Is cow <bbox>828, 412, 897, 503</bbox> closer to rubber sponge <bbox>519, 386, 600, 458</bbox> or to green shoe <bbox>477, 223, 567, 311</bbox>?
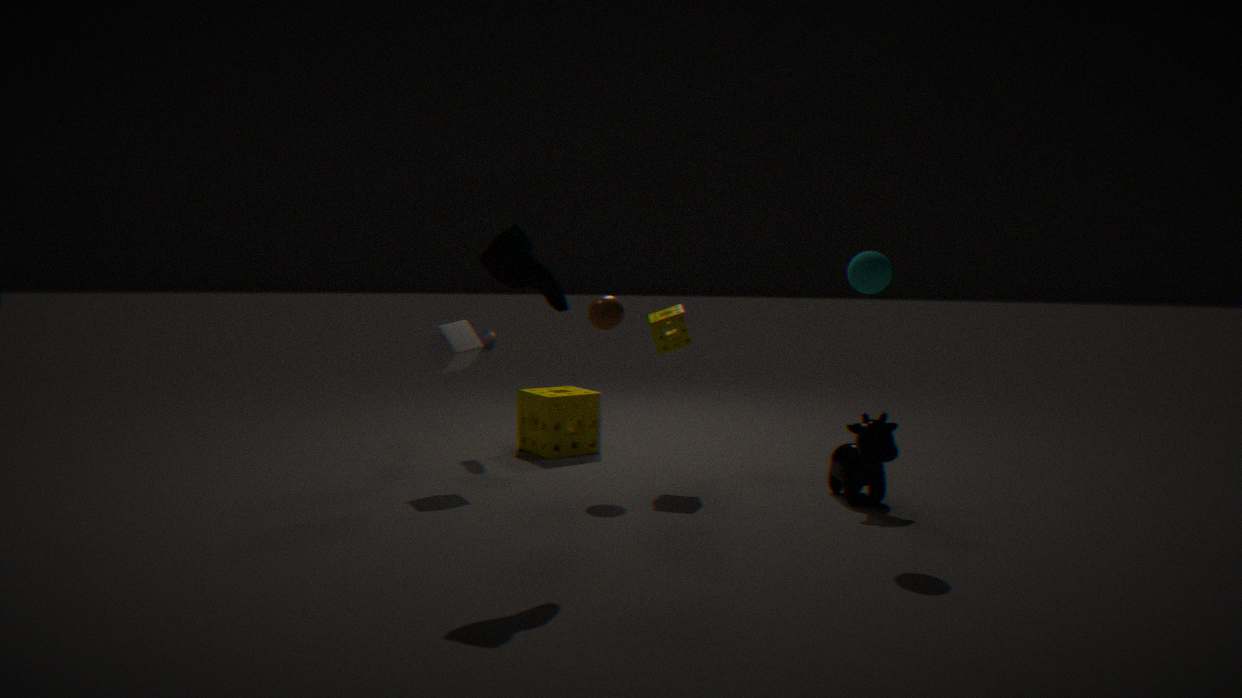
rubber sponge <bbox>519, 386, 600, 458</bbox>
